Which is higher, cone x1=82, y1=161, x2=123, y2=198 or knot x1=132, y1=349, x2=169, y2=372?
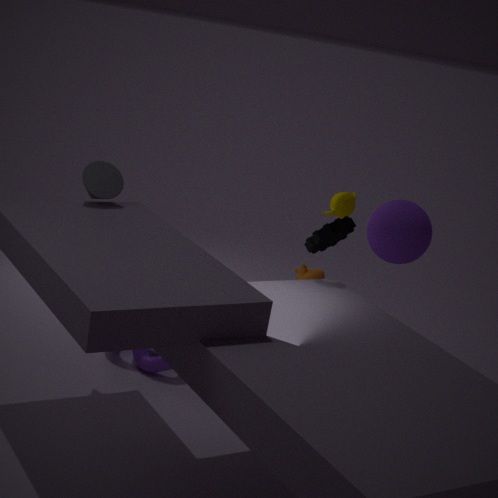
cone x1=82, y1=161, x2=123, y2=198
